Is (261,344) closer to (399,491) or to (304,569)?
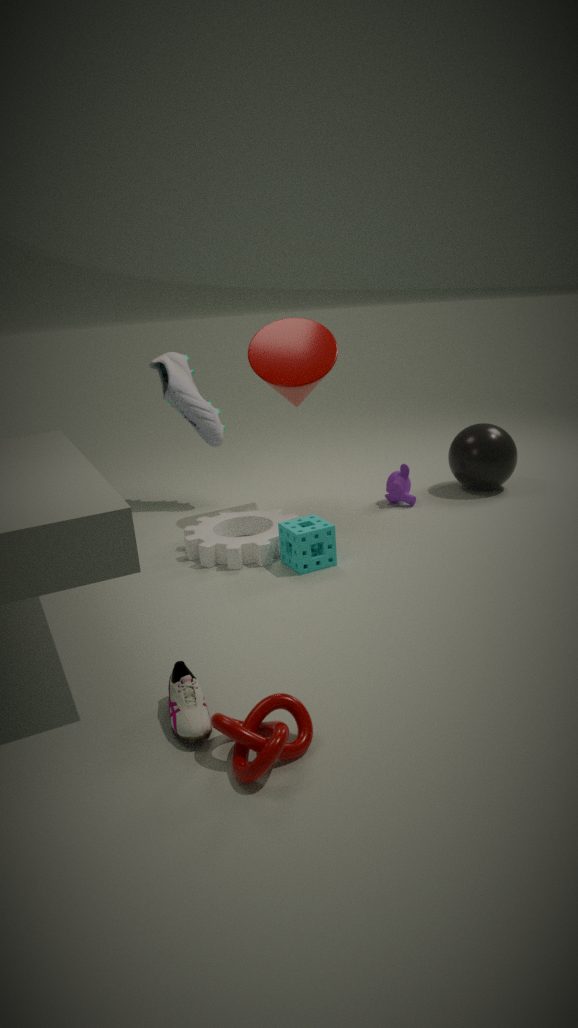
(399,491)
